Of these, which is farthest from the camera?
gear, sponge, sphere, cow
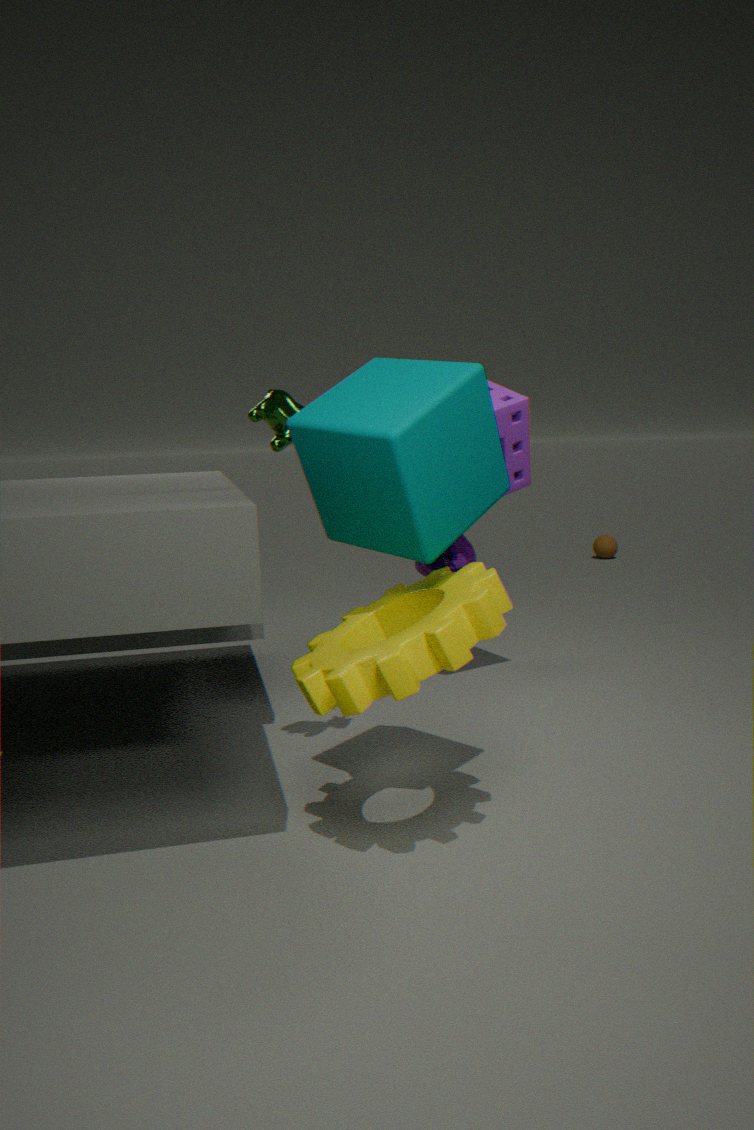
sphere
